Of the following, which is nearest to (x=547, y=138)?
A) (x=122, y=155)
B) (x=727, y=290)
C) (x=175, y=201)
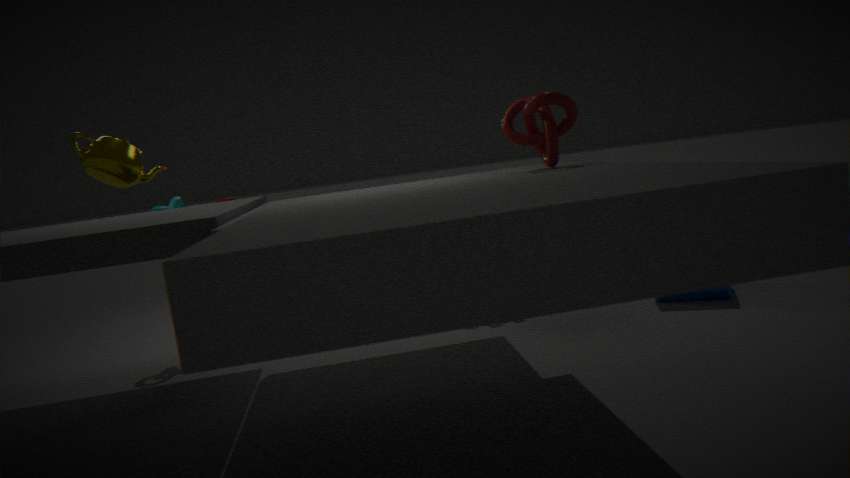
(x=122, y=155)
